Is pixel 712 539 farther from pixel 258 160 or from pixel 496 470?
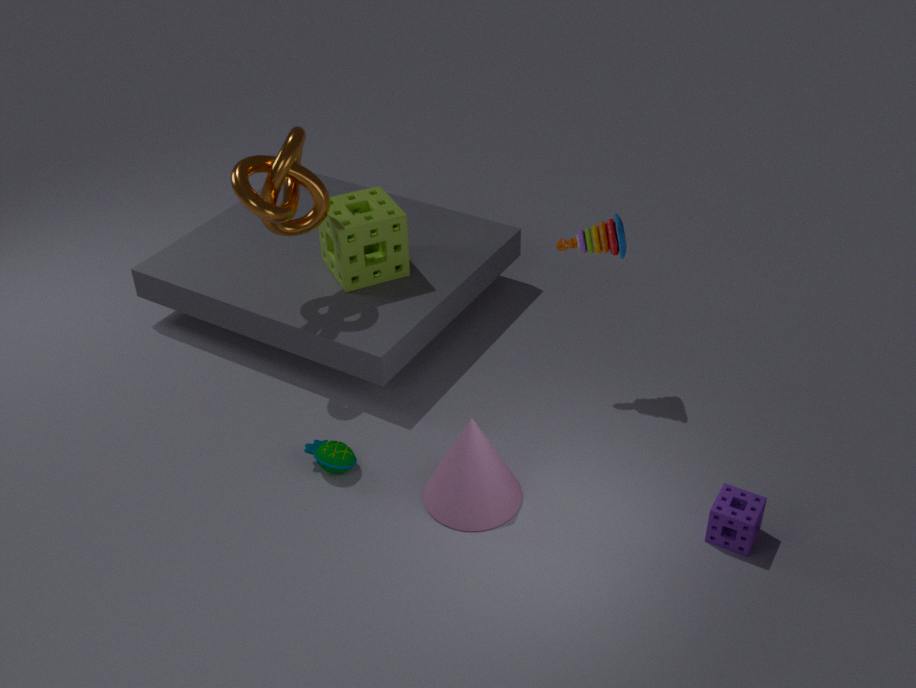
pixel 258 160
